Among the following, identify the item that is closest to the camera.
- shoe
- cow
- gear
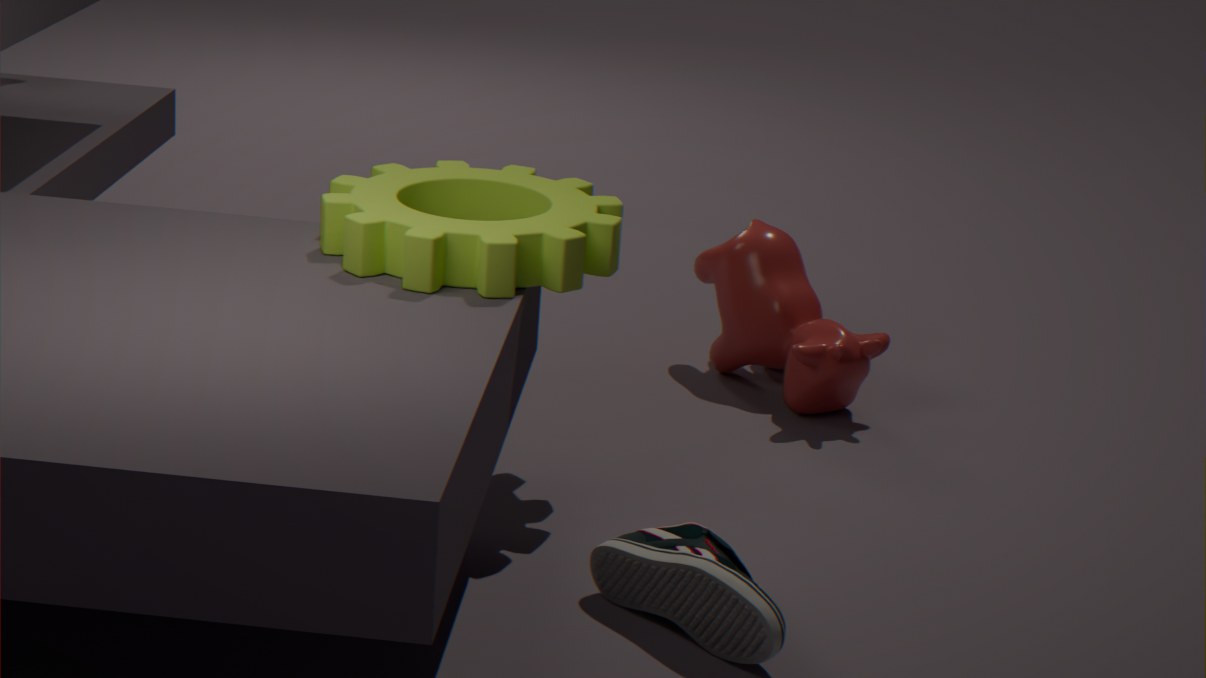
shoe
